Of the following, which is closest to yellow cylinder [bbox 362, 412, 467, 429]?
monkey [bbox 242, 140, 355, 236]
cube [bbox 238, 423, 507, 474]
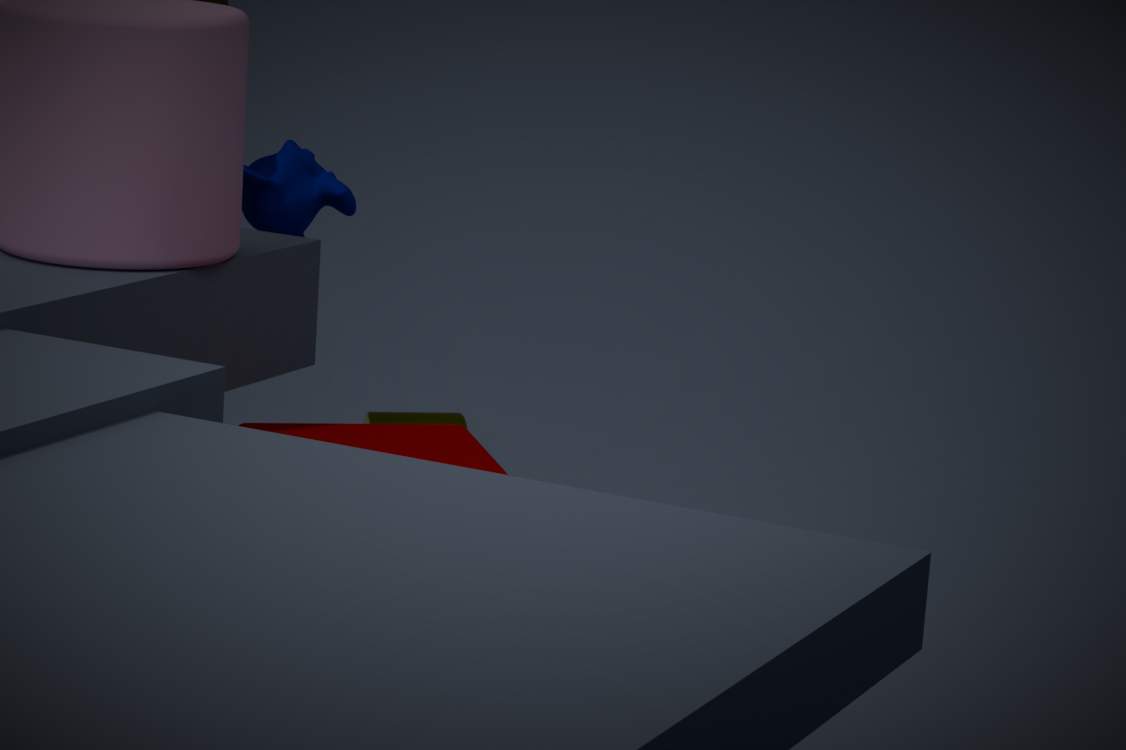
monkey [bbox 242, 140, 355, 236]
